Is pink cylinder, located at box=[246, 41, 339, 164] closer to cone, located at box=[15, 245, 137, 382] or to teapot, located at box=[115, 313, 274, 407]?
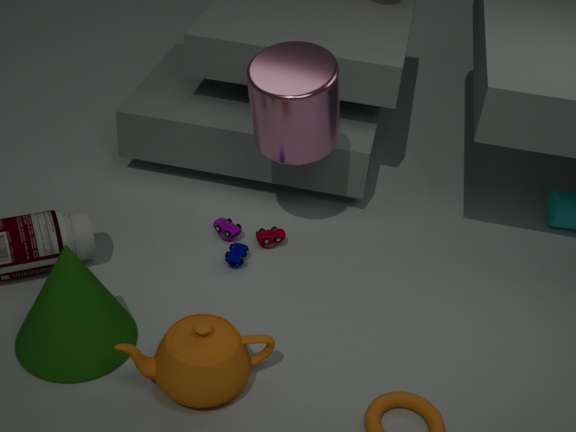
teapot, located at box=[115, 313, 274, 407]
